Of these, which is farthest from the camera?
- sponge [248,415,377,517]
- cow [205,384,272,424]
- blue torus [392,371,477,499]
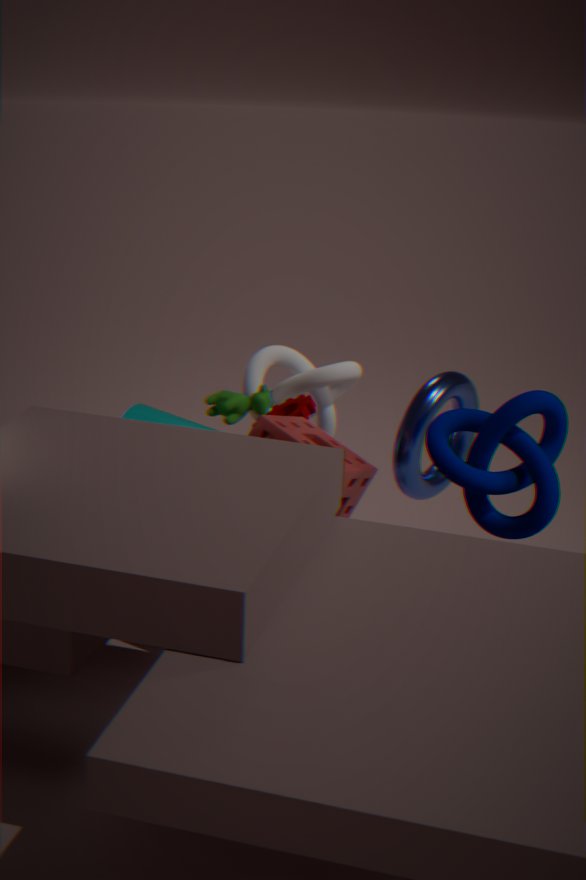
cow [205,384,272,424]
